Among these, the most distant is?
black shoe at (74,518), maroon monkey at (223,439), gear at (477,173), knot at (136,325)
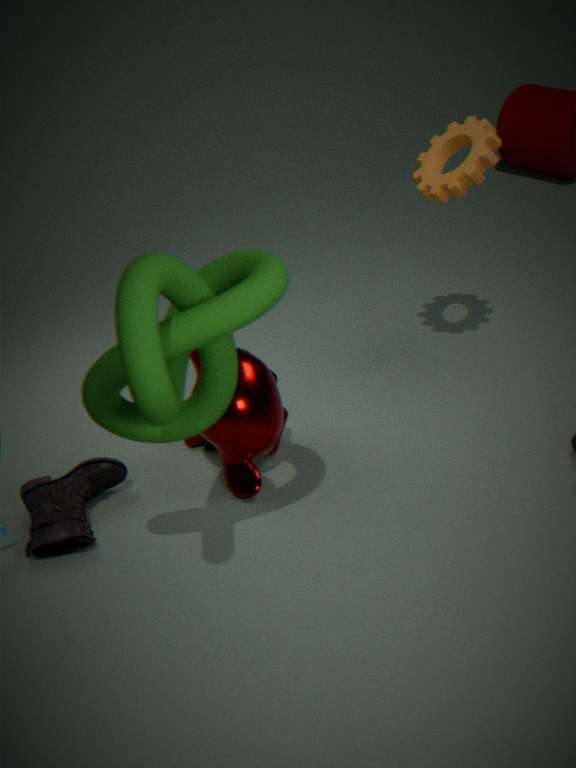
gear at (477,173)
